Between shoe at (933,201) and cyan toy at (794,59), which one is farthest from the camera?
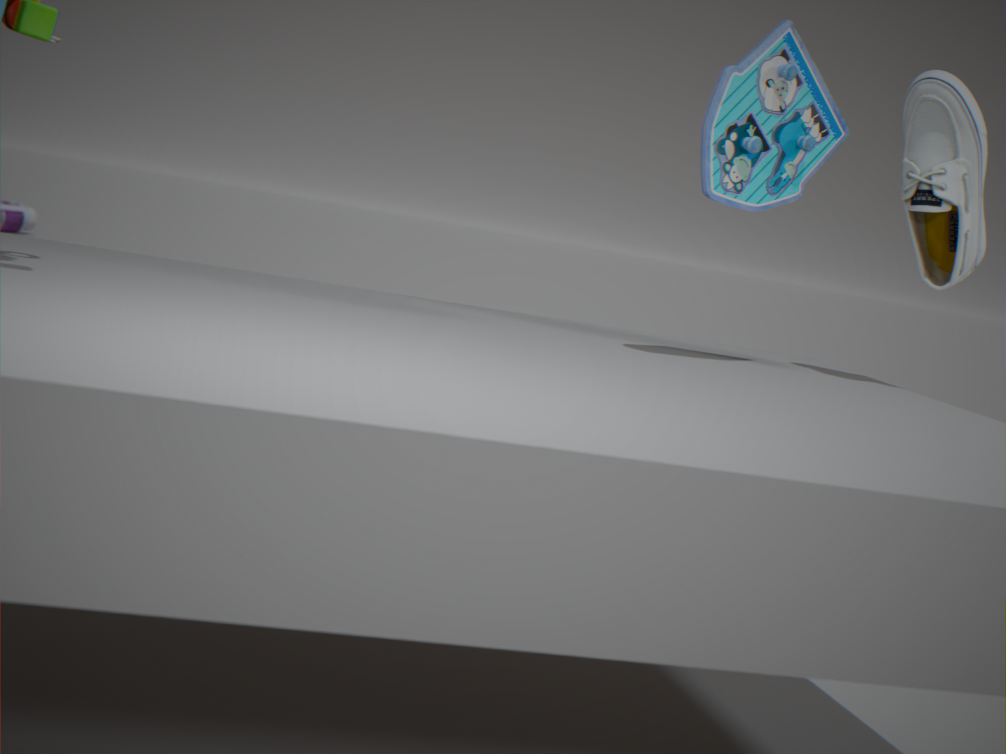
shoe at (933,201)
